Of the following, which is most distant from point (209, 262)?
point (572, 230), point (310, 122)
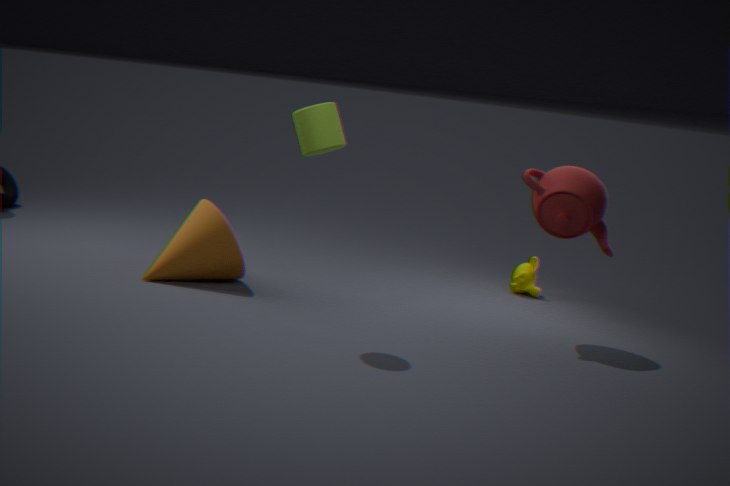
point (572, 230)
